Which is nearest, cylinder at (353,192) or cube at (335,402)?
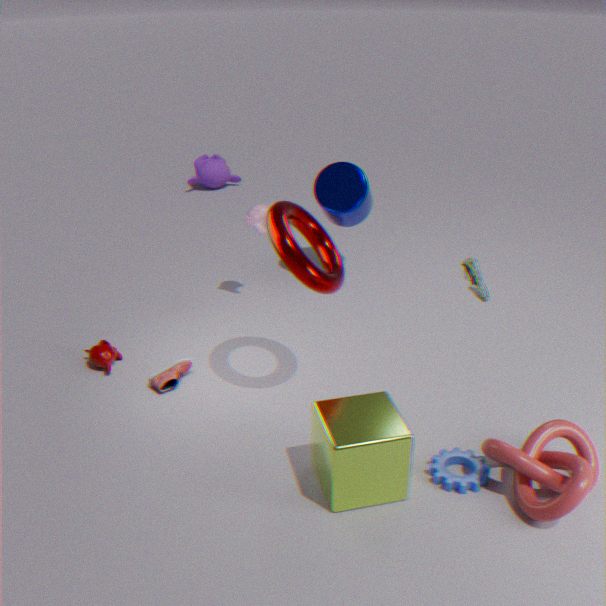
cube at (335,402)
